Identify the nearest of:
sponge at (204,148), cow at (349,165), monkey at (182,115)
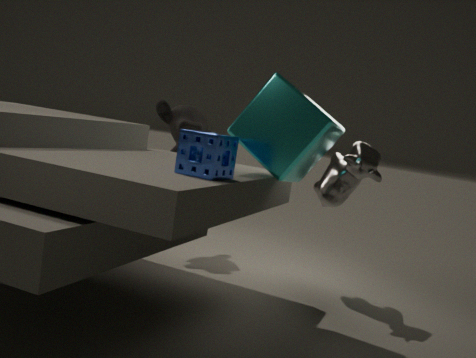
sponge at (204,148)
